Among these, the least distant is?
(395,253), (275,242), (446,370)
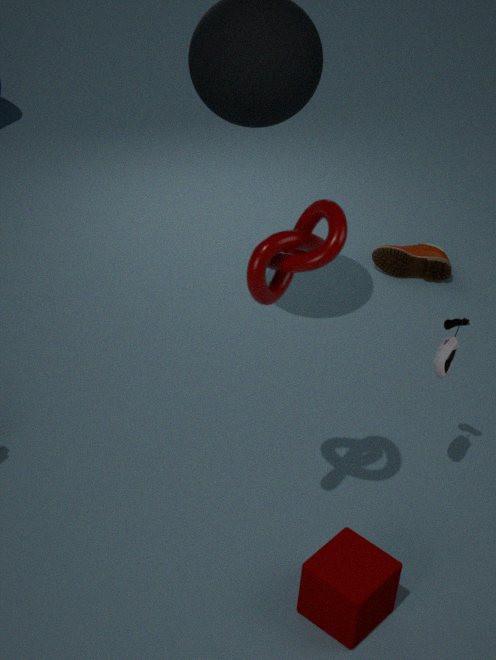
(275,242)
